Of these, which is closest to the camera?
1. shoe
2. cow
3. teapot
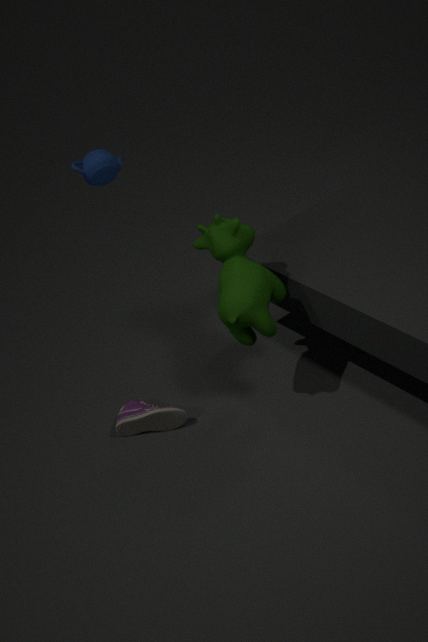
cow
